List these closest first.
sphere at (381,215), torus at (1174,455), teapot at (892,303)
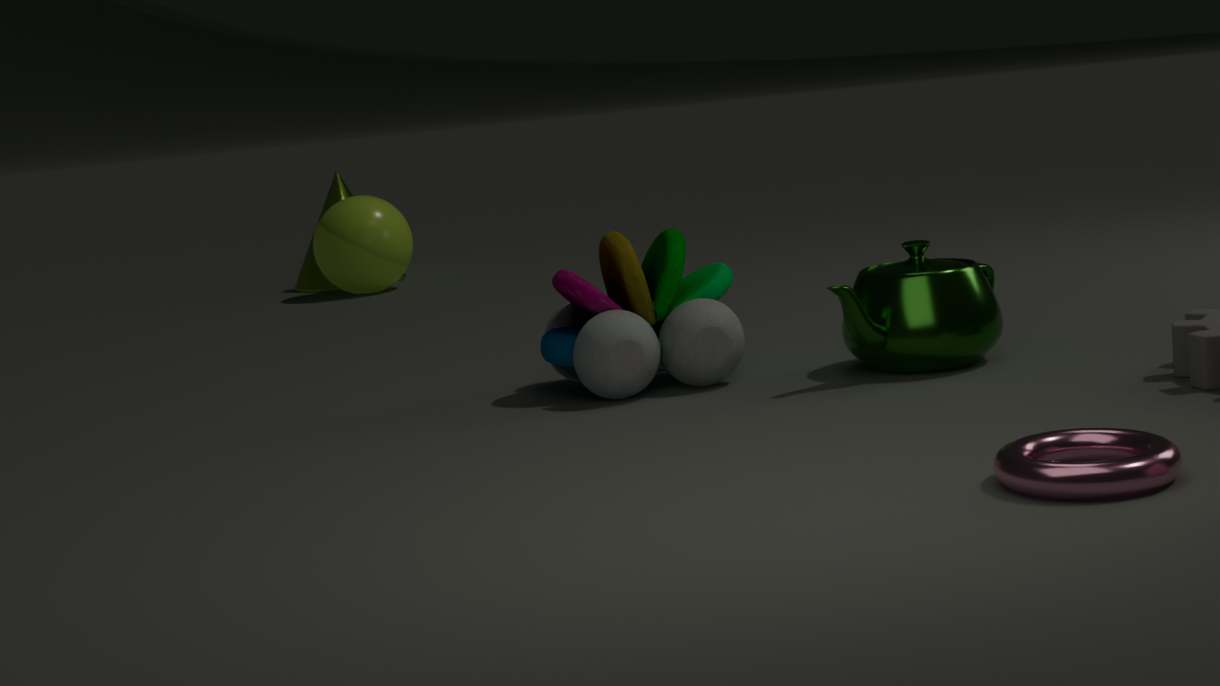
torus at (1174,455)
teapot at (892,303)
sphere at (381,215)
